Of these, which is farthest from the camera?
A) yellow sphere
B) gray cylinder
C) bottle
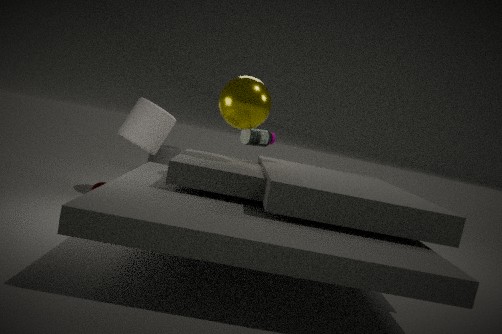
gray cylinder
